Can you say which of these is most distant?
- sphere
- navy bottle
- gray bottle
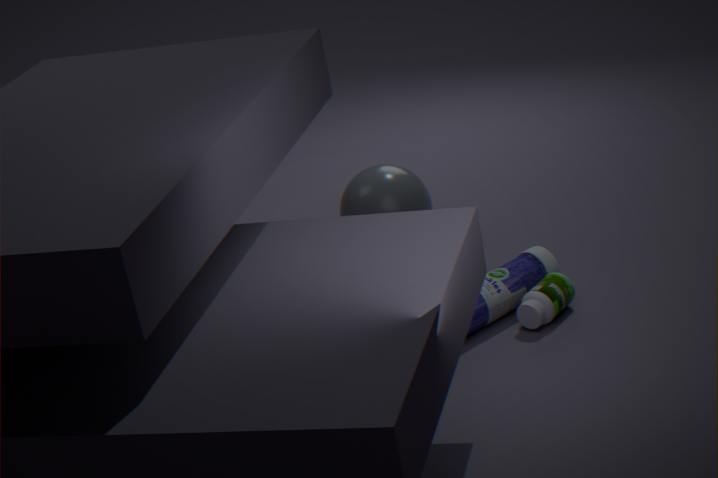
sphere
